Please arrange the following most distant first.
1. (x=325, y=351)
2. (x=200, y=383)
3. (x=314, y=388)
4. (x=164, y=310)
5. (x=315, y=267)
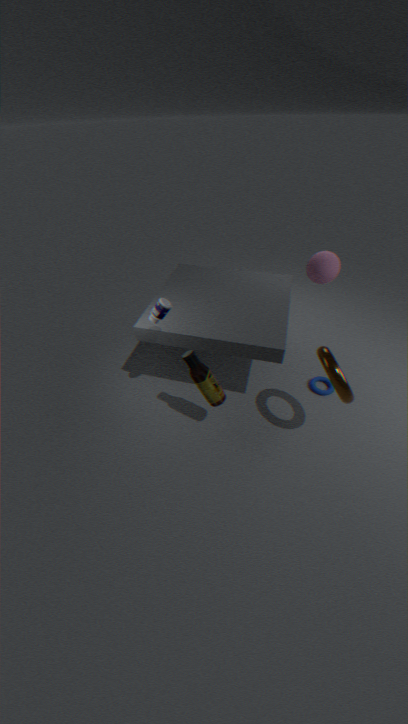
(x=314, y=388) → (x=315, y=267) → (x=200, y=383) → (x=164, y=310) → (x=325, y=351)
